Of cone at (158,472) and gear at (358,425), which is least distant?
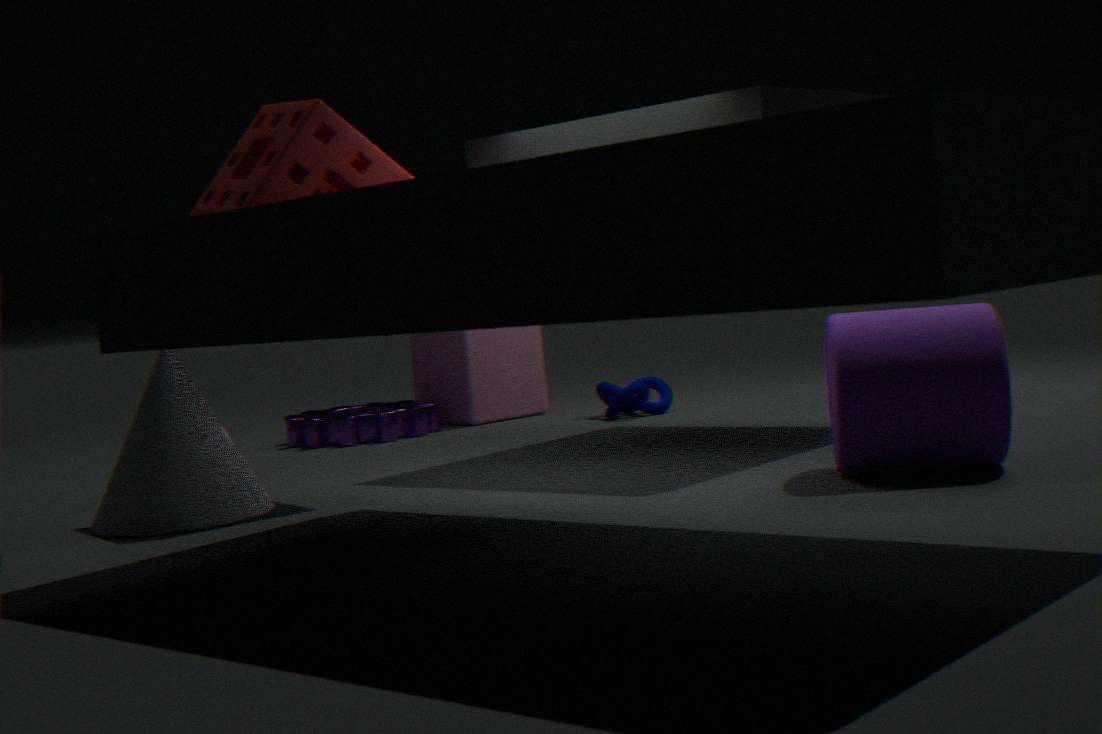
cone at (158,472)
